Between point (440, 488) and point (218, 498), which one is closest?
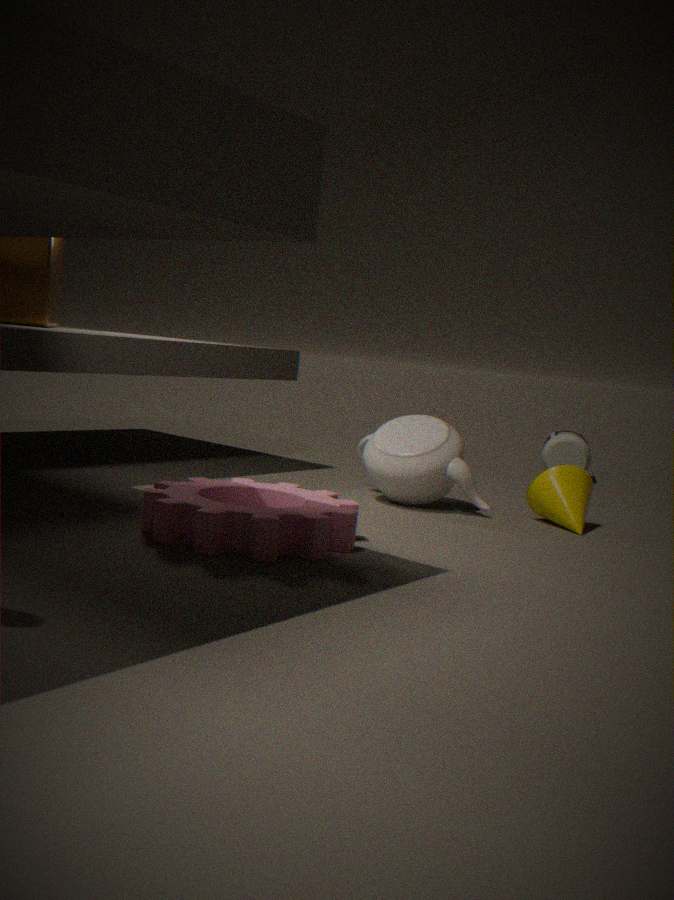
point (218, 498)
